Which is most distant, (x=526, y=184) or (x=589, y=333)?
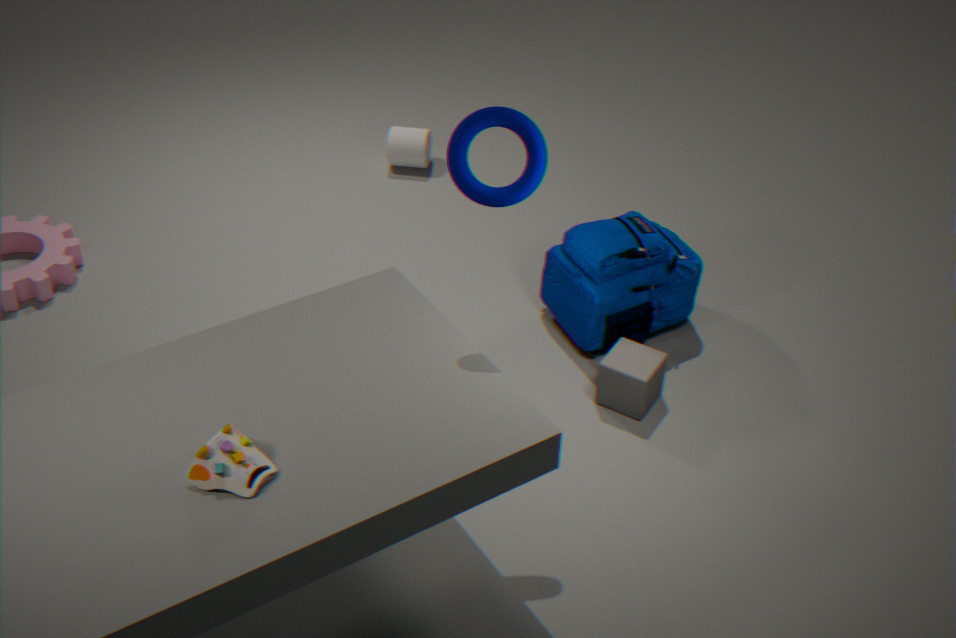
(x=589, y=333)
